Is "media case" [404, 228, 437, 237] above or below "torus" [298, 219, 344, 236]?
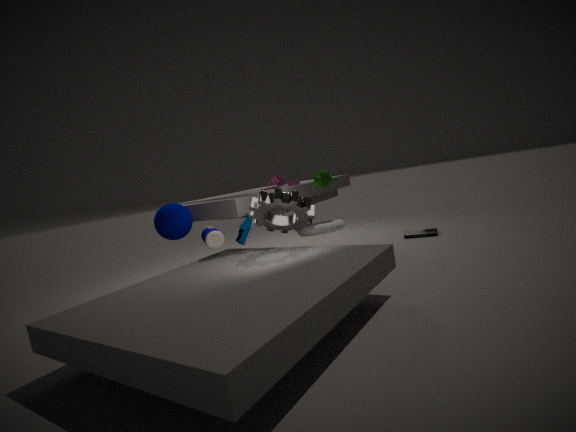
below
